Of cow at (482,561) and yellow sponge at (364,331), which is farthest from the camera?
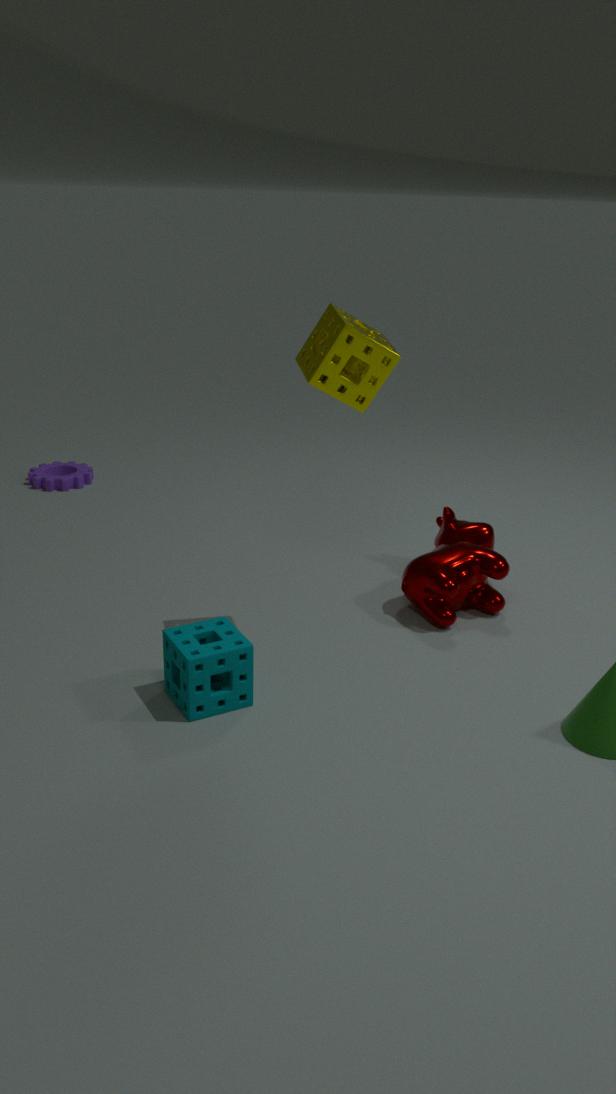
cow at (482,561)
